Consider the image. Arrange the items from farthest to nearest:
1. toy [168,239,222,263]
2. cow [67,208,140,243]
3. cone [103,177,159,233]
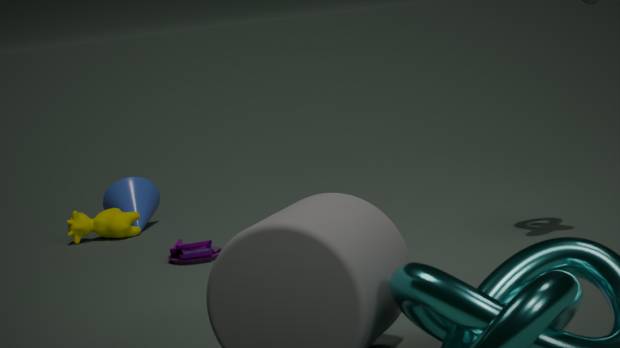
cone [103,177,159,233]
cow [67,208,140,243]
toy [168,239,222,263]
